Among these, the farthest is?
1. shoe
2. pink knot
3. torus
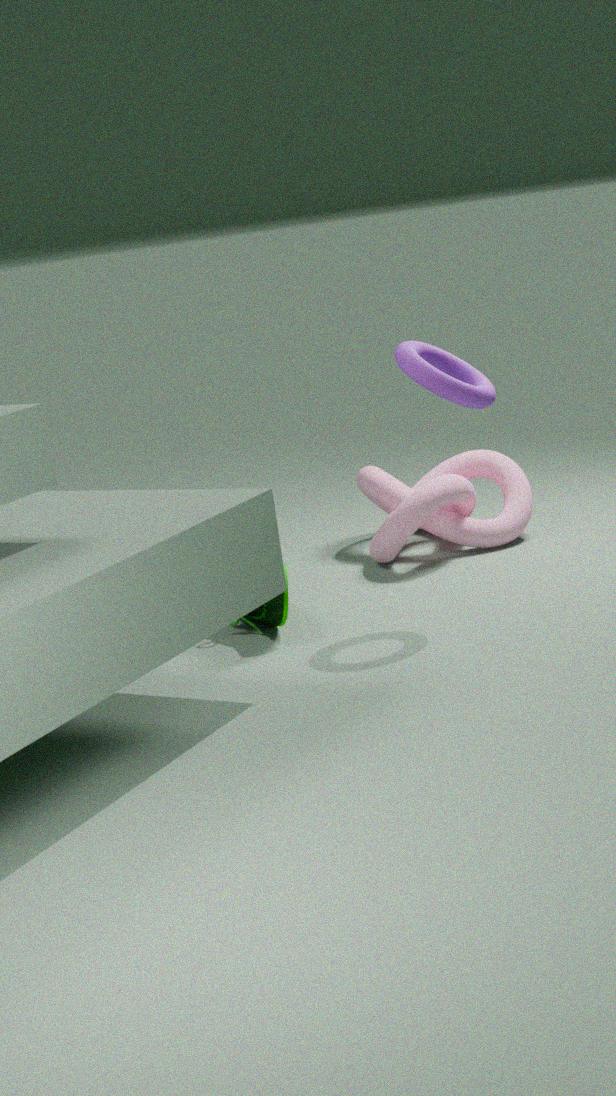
pink knot
